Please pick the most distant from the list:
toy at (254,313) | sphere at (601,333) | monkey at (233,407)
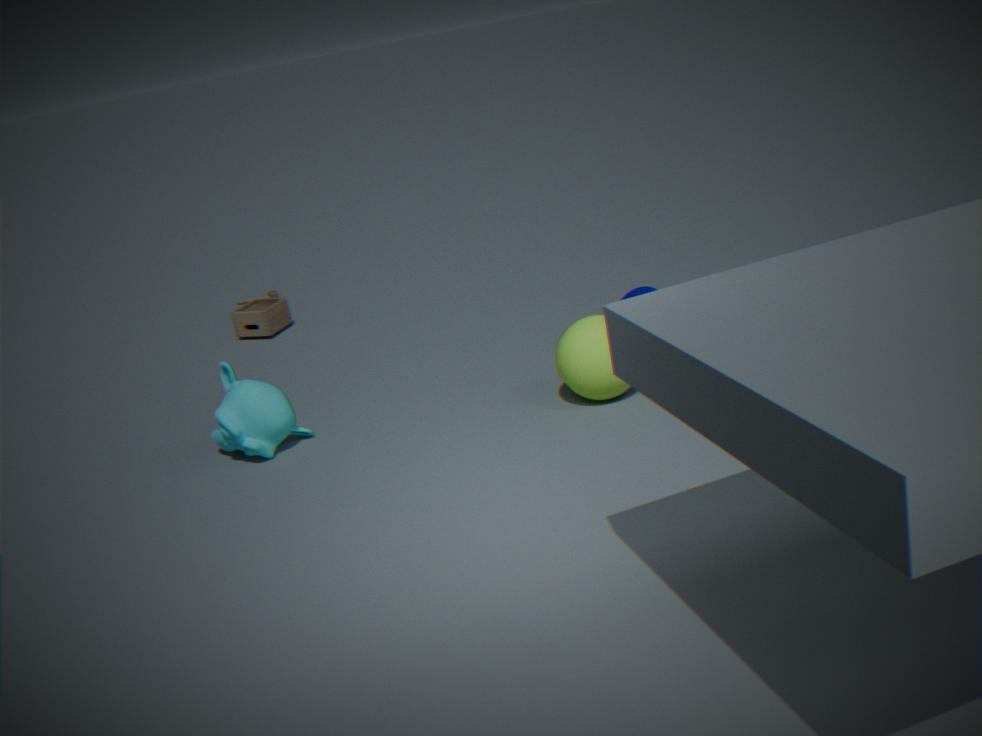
toy at (254,313)
